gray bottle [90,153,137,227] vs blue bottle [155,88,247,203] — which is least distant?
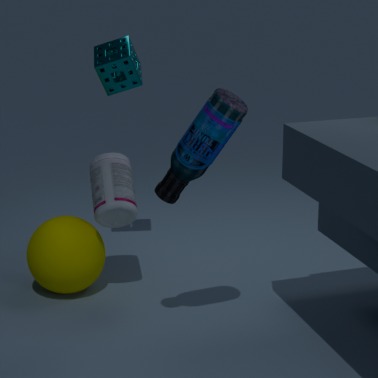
blue bottle [155,88,247,203]
